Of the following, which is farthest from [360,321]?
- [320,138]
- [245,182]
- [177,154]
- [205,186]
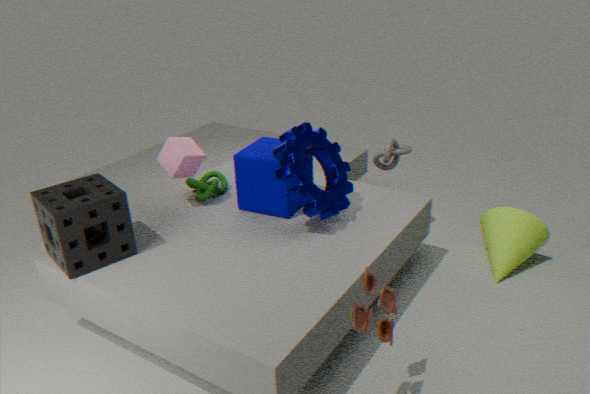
[205,186]
